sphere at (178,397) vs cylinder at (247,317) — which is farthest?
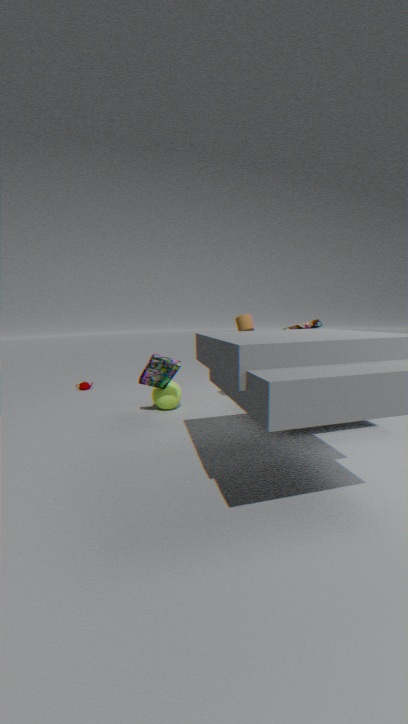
sphere at (178,397)
